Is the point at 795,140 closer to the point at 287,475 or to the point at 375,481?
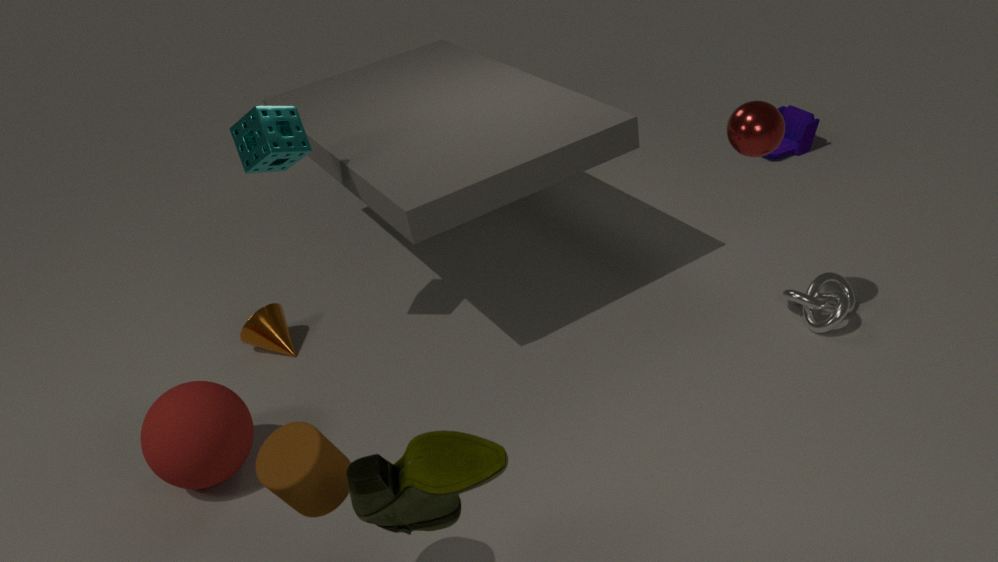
the point at 375,481
